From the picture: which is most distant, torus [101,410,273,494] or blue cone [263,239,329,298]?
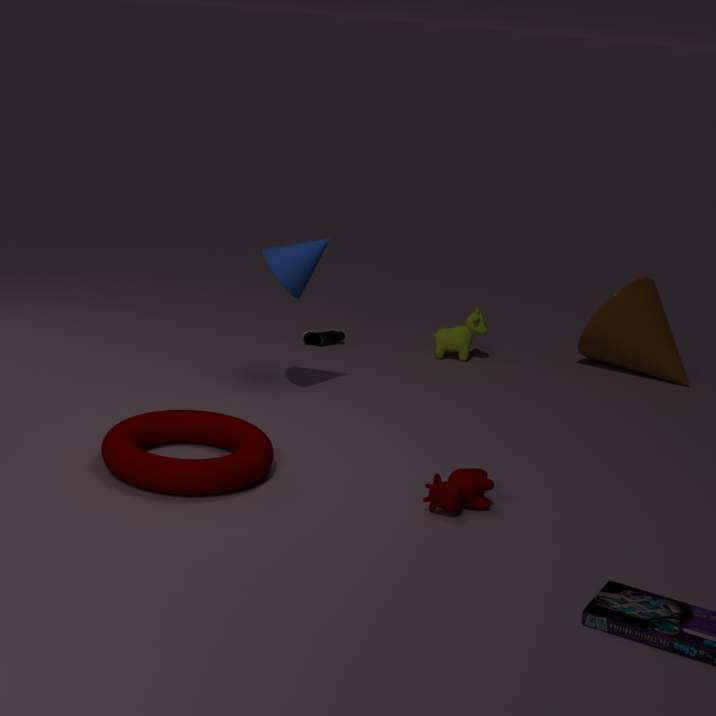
blue cone [263,239,329,298]
